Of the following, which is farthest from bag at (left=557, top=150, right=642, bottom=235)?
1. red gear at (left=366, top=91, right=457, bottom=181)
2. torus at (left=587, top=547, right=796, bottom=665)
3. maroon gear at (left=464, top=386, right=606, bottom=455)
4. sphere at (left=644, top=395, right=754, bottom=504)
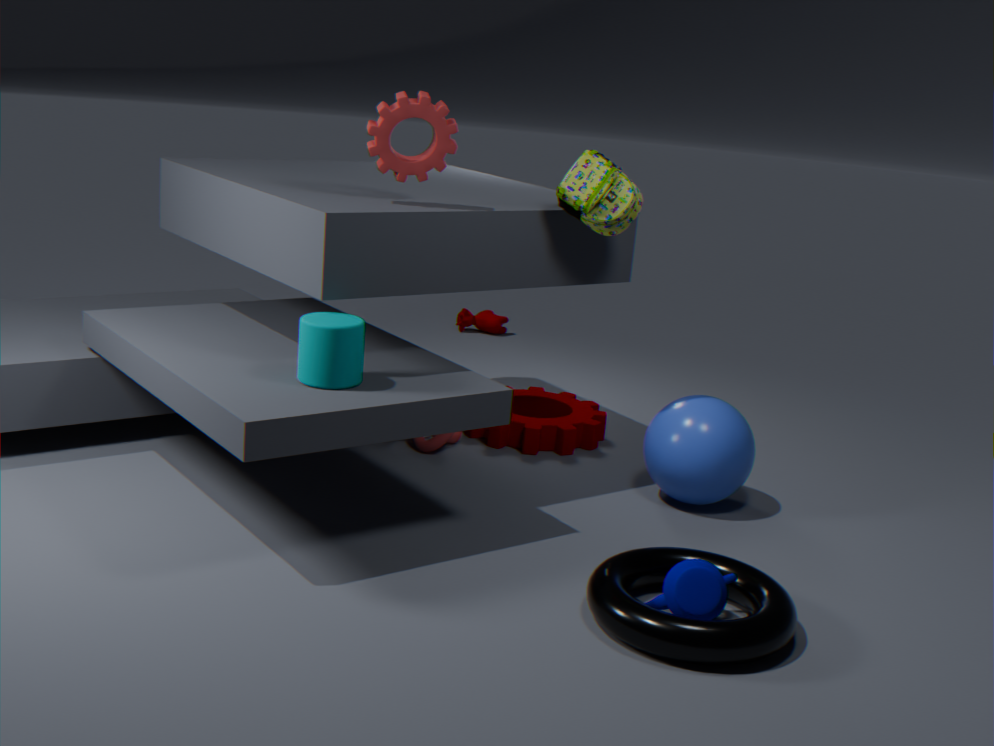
torus at (left=587, top=547, right=796, bottom=665)
